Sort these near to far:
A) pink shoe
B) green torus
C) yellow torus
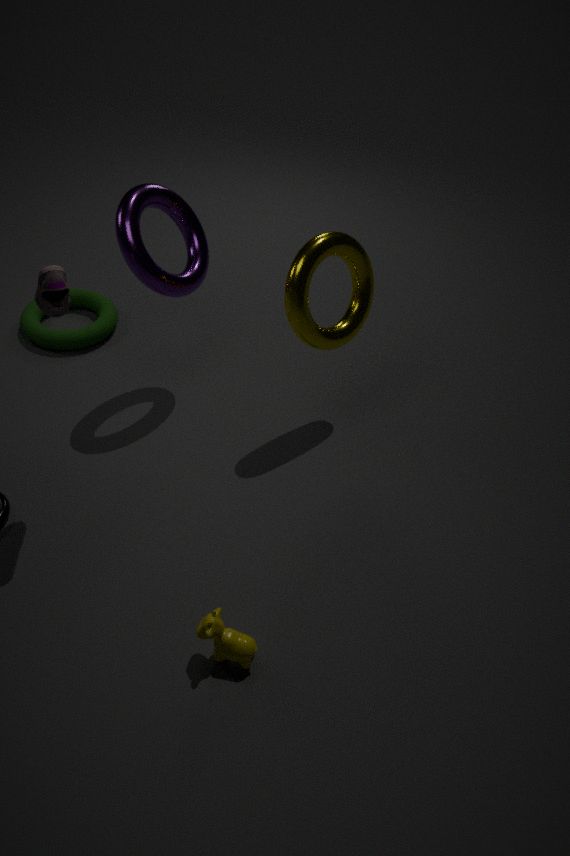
pink shoe → yellow torus → green torus
